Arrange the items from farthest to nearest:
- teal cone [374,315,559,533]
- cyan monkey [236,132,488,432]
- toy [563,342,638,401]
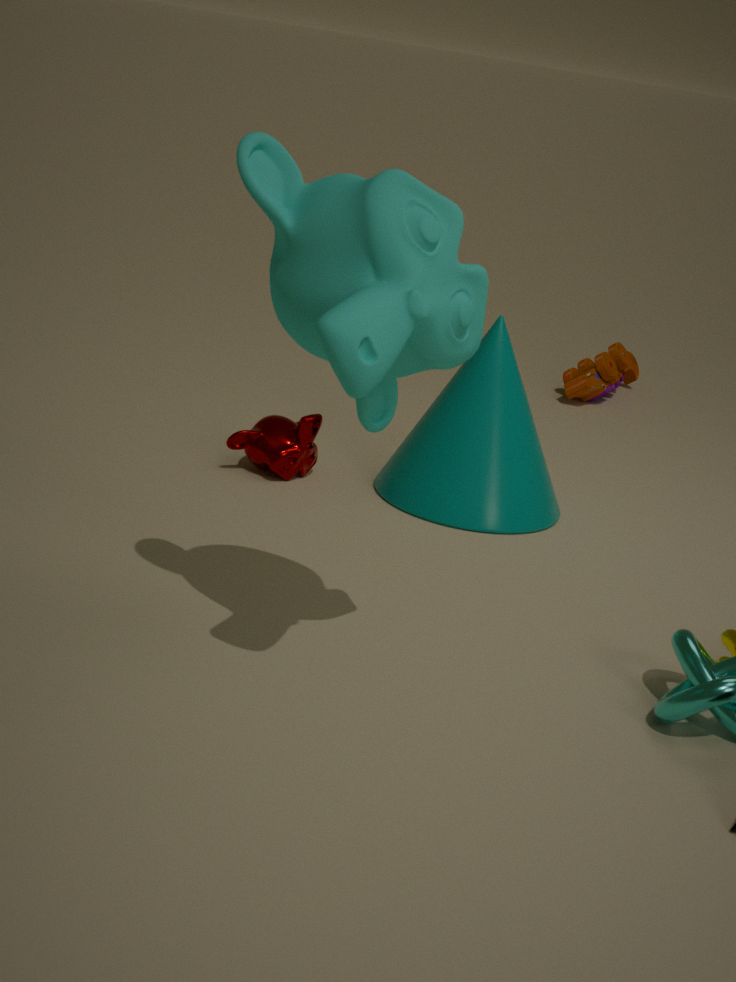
toy [563,342,638,401] < teal cone [374,315,559,533] < cyan monkey [236,132,488,432]
